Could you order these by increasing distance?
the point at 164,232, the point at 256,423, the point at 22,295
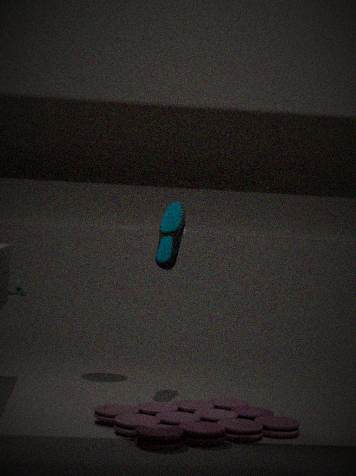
the point at 256,423 < the point at 164,232 < the point at 22,295
